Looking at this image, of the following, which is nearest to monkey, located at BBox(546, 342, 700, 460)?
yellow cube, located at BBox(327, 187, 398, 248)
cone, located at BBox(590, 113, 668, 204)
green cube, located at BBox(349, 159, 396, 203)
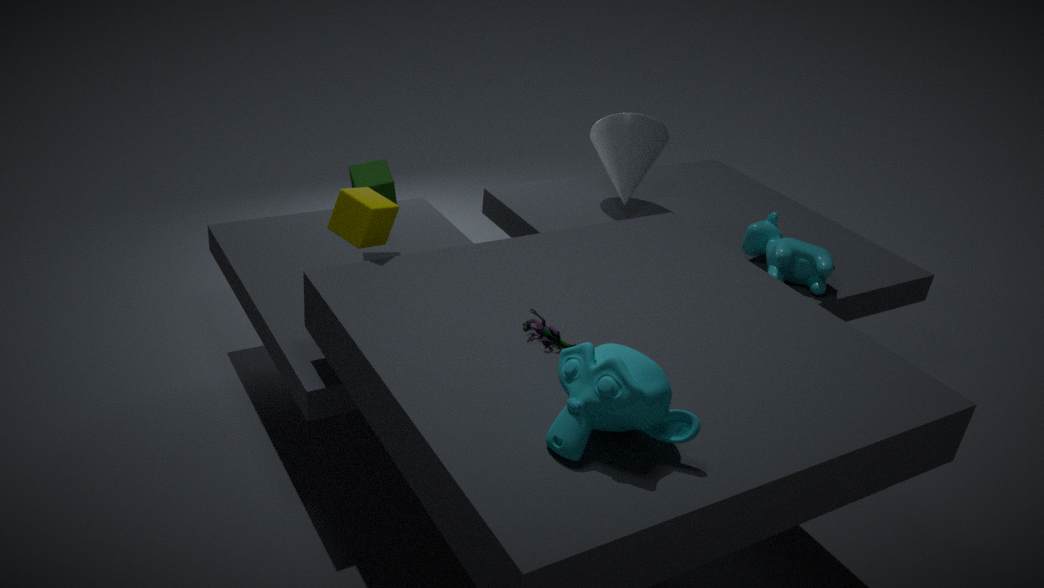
yellow cube, located at BBox(327, 187, 398, 248)
